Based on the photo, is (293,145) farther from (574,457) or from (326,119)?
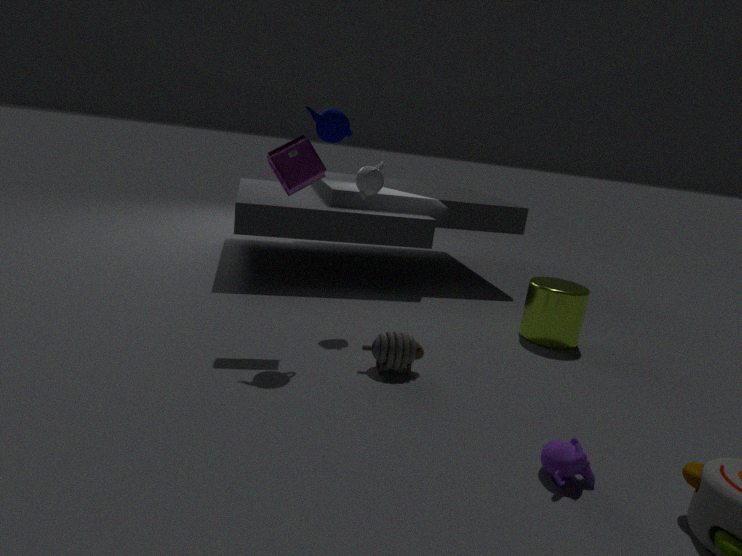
(574,457)
